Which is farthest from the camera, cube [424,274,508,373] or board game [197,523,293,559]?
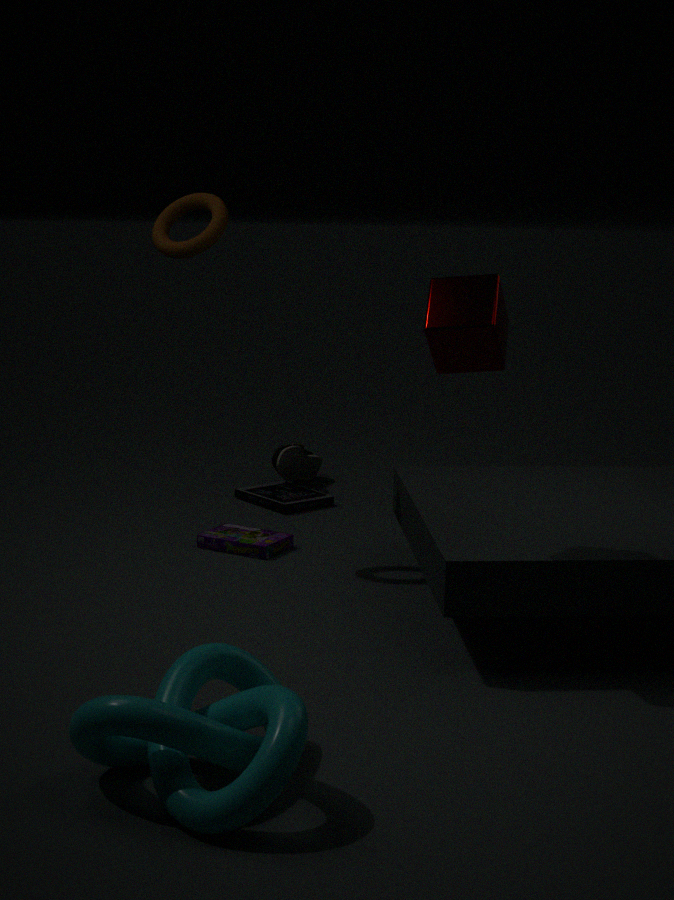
board game [197,523,293,559]
